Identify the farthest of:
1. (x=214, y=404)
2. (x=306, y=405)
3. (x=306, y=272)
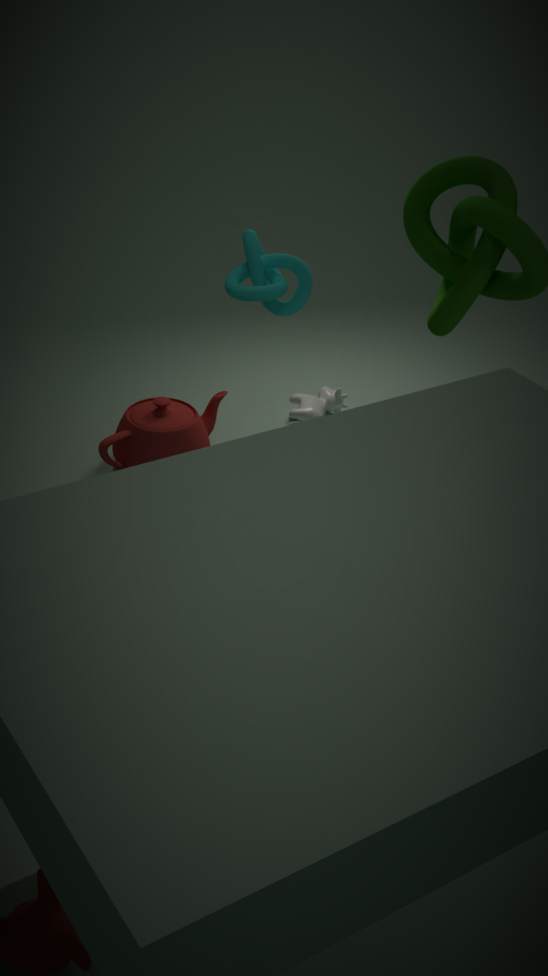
(x=306, y=405)
